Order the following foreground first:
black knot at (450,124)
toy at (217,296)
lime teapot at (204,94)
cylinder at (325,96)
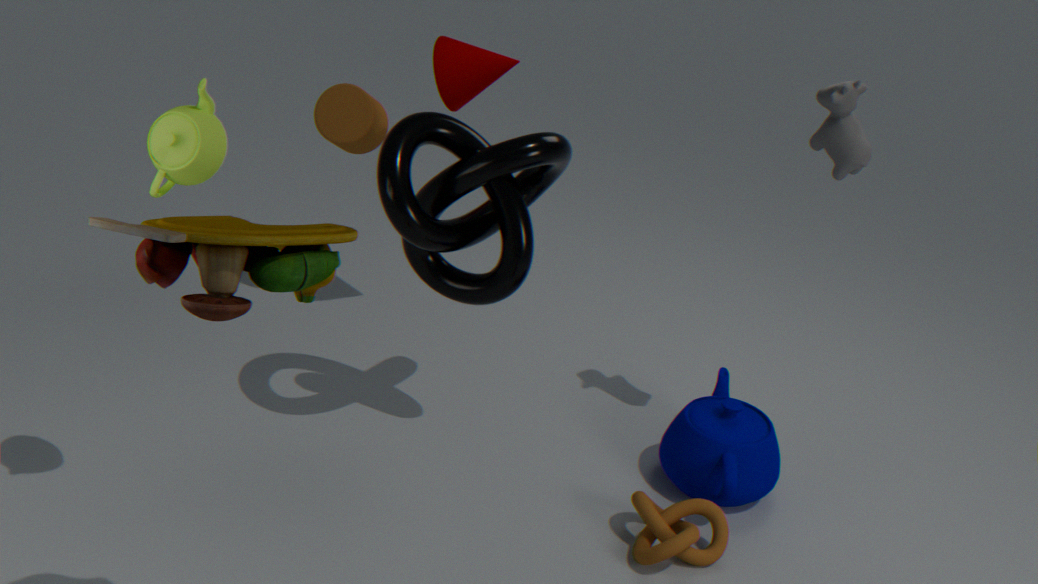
toy at (217,296) < lime teapot at (204,94) < black knot at (450,124) < cylinder at (325,96)
